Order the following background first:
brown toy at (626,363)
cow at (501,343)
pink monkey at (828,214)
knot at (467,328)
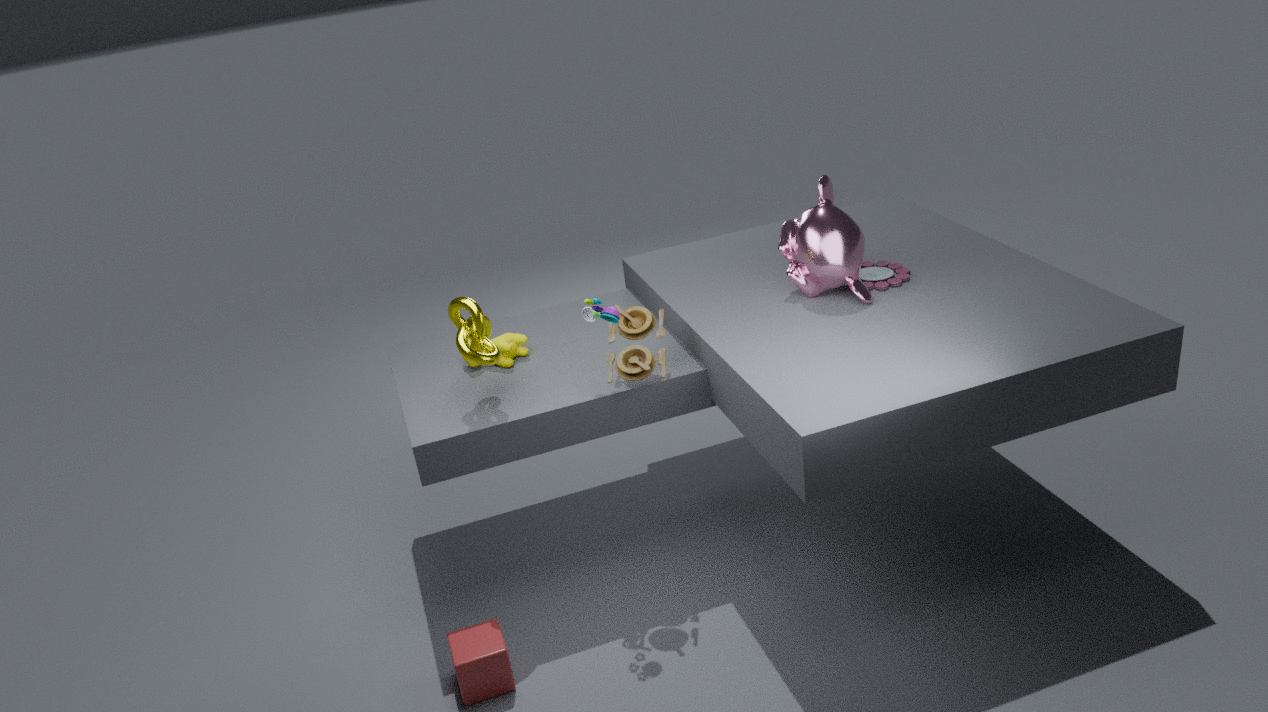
1. cow at (501,343)
2. pink monkey at (828,214)
3. brown toy at (626,363)
4. knot at (467,328)
